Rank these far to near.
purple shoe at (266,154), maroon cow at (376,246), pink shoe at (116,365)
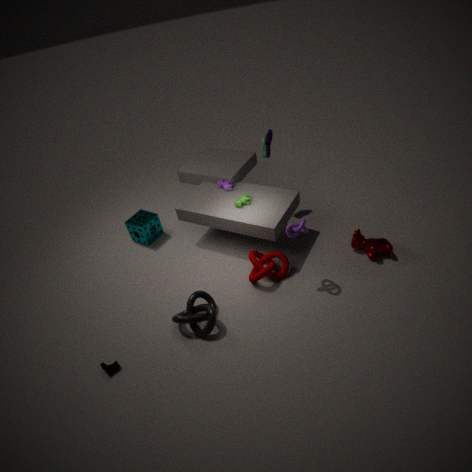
purple shoe at (266,154), maroon cow at (376,246), pink shoe at (116,365)
